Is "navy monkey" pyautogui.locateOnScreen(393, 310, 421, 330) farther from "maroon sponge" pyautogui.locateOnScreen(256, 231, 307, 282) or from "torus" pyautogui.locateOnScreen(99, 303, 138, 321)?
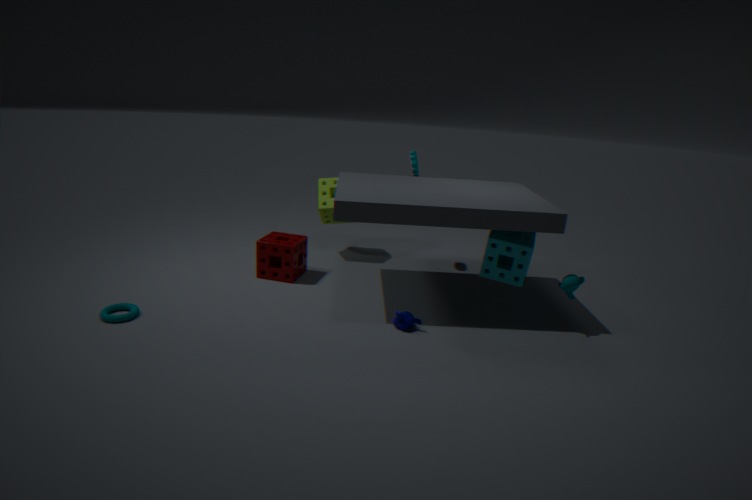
"torus" pyautogui.locateOnScreen(99, 303, 138, 321)
